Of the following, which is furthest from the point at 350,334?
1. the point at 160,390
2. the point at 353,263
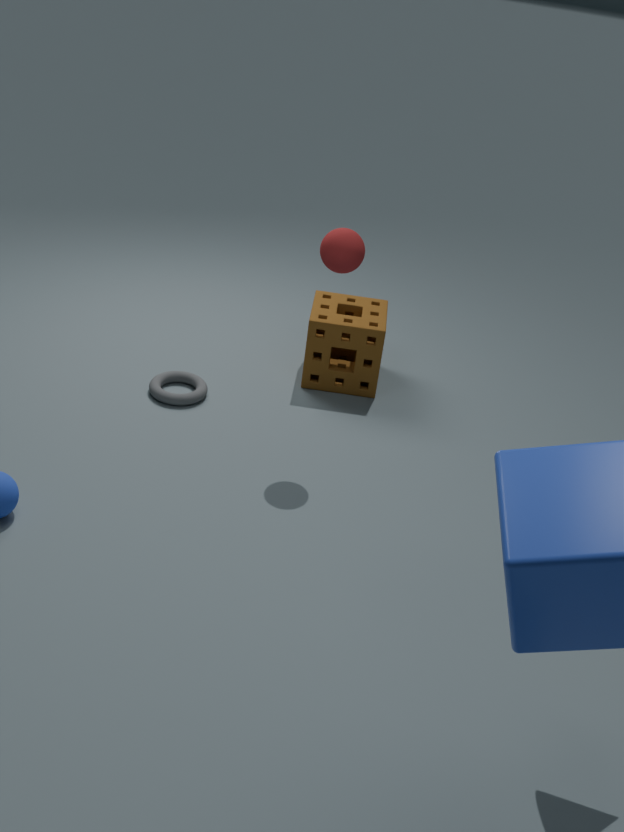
the point at 353,263
